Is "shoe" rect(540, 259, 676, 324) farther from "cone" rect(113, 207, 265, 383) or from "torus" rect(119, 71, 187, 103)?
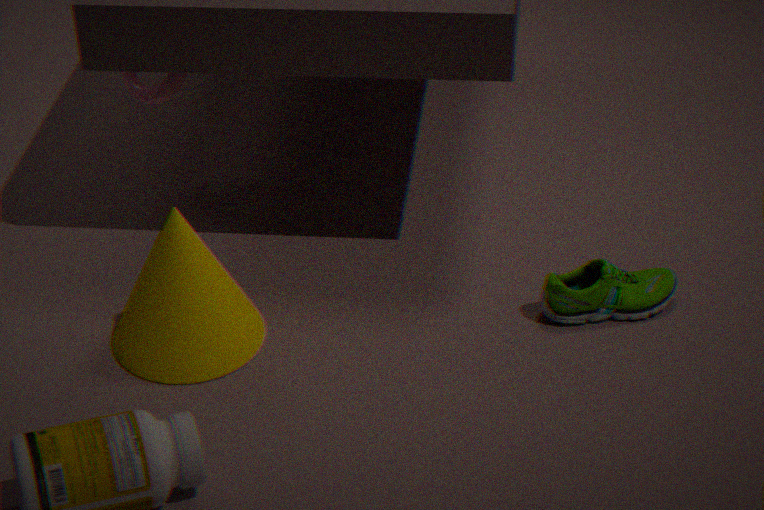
"torus" rect(119, 71, 187, 103)
